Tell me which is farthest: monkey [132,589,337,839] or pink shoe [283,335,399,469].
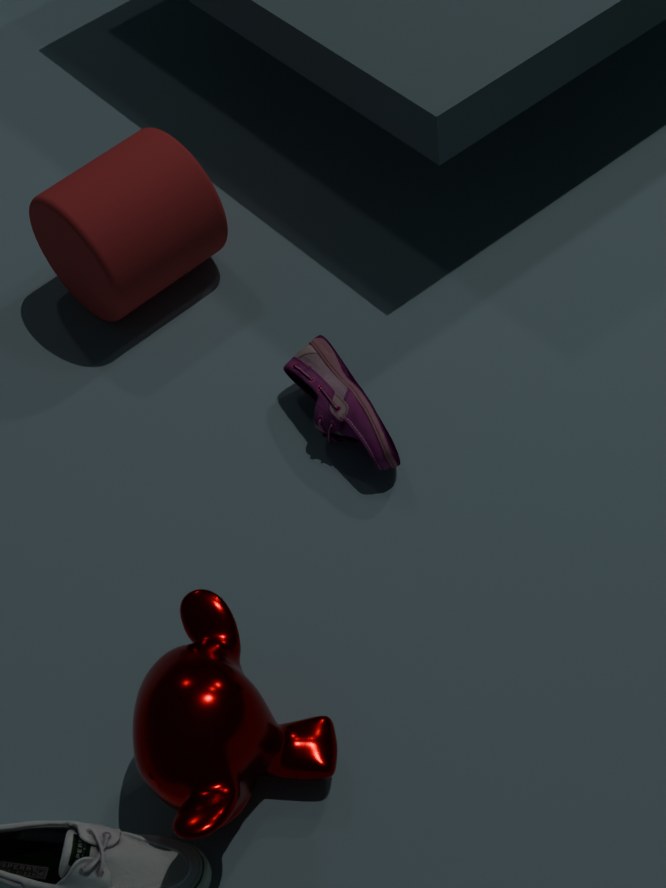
pink shoe [283,335,399,469]
